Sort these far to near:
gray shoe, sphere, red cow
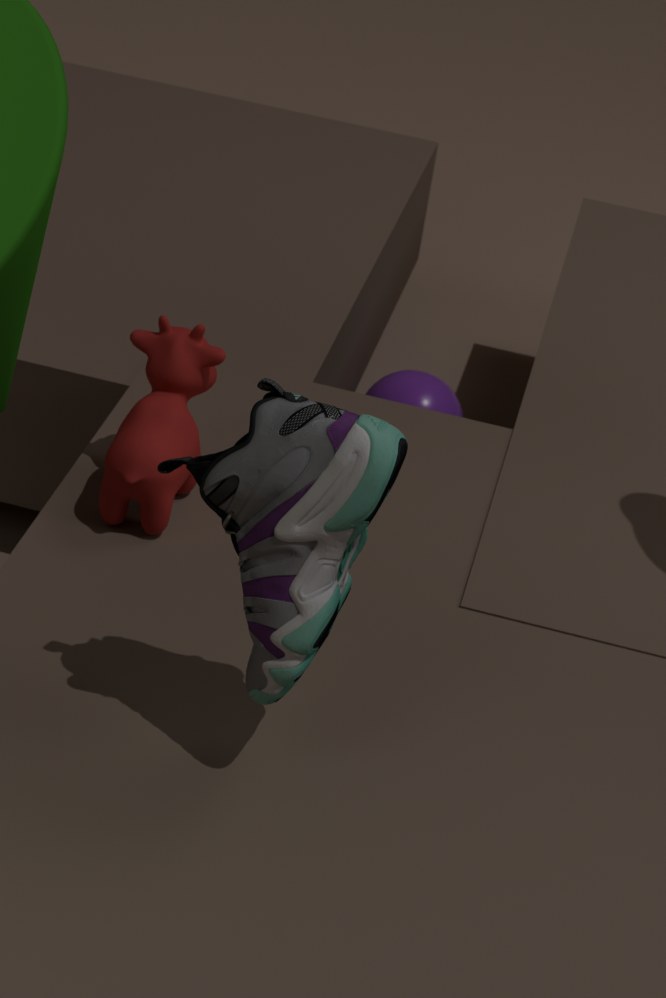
sphere → red cow → gray shoe
